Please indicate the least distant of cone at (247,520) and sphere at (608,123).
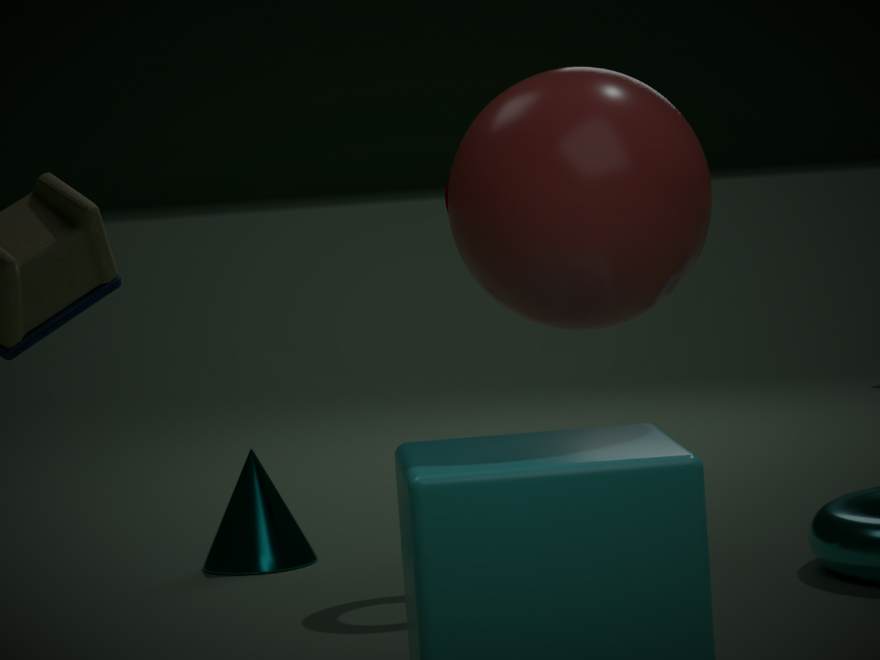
sphere at (608,123)
